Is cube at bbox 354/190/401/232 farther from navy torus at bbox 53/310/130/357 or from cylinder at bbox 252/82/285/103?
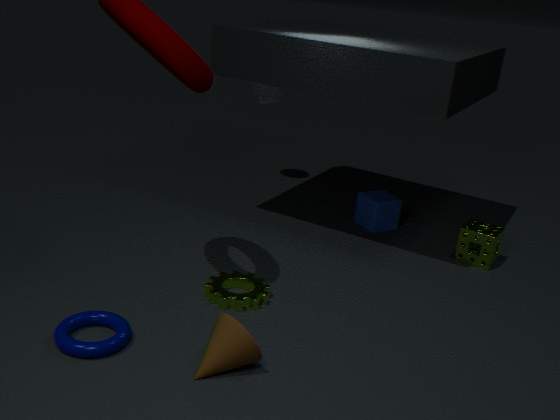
navy torus at bbox 53/310/130/357
